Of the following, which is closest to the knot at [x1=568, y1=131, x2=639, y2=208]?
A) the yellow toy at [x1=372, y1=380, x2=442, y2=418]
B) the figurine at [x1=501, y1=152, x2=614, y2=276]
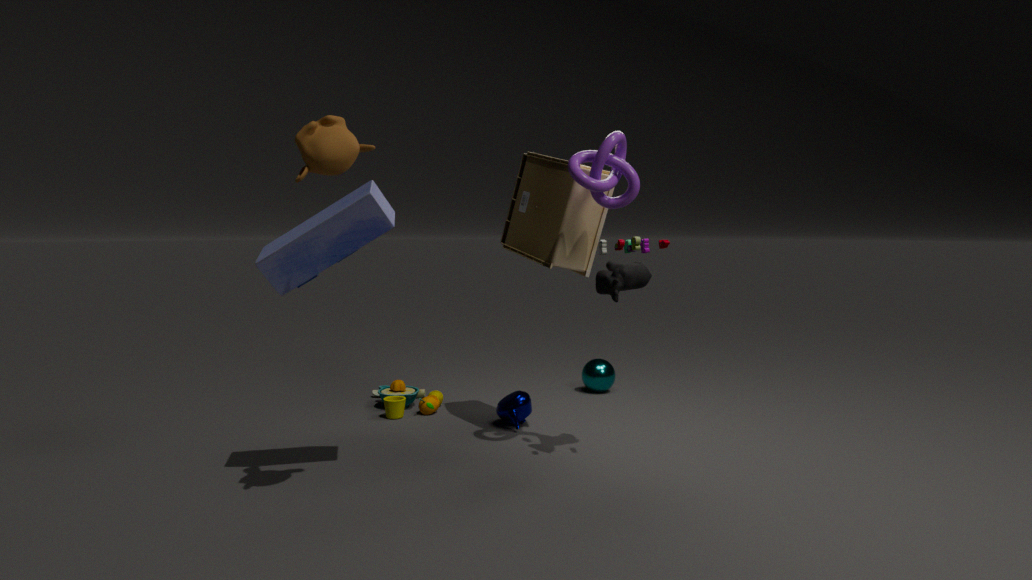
the figurine at [x1=501, y1=152, x2=614, y2=276]
